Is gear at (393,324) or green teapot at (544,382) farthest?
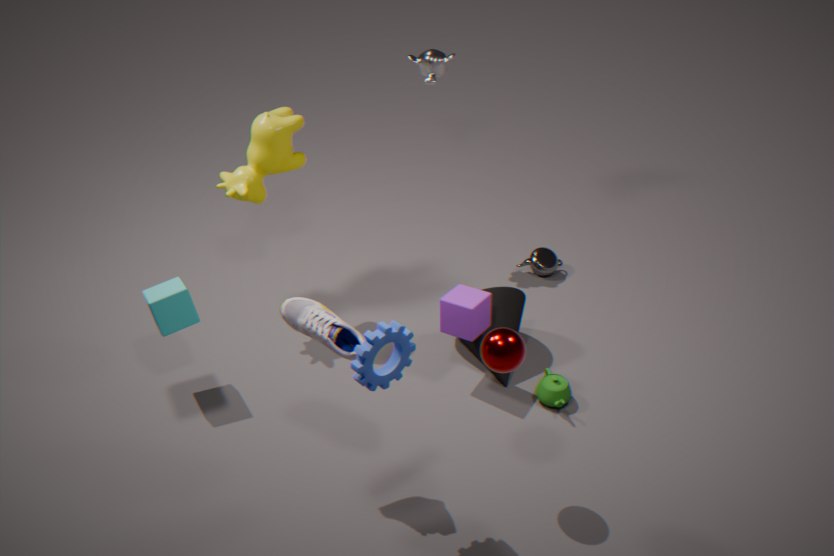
green teapot at (544,382)
